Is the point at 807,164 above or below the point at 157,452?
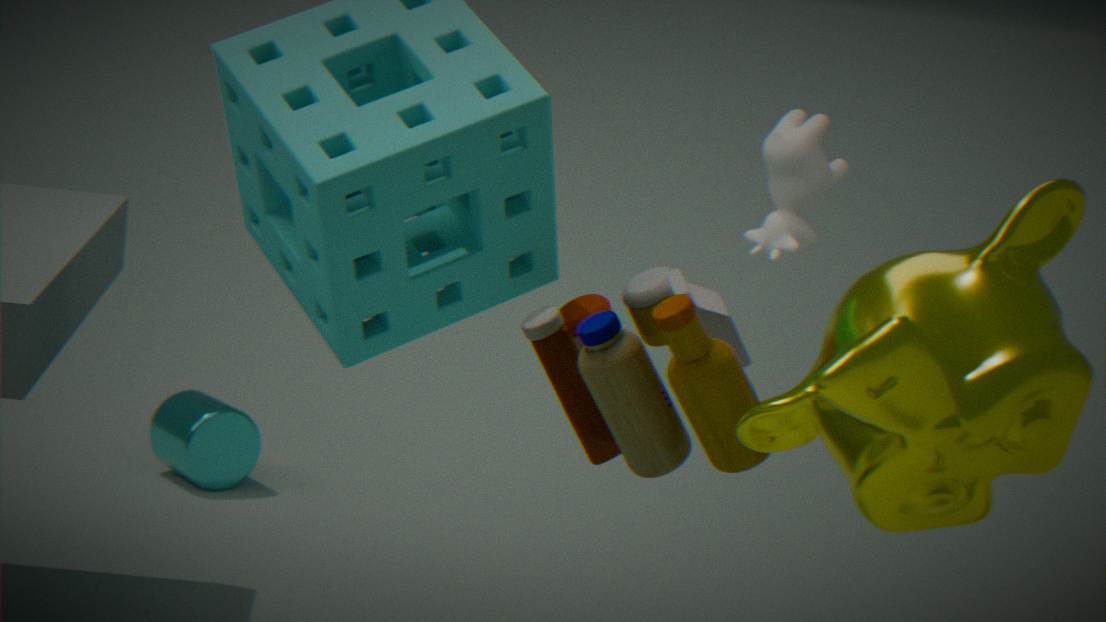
above
